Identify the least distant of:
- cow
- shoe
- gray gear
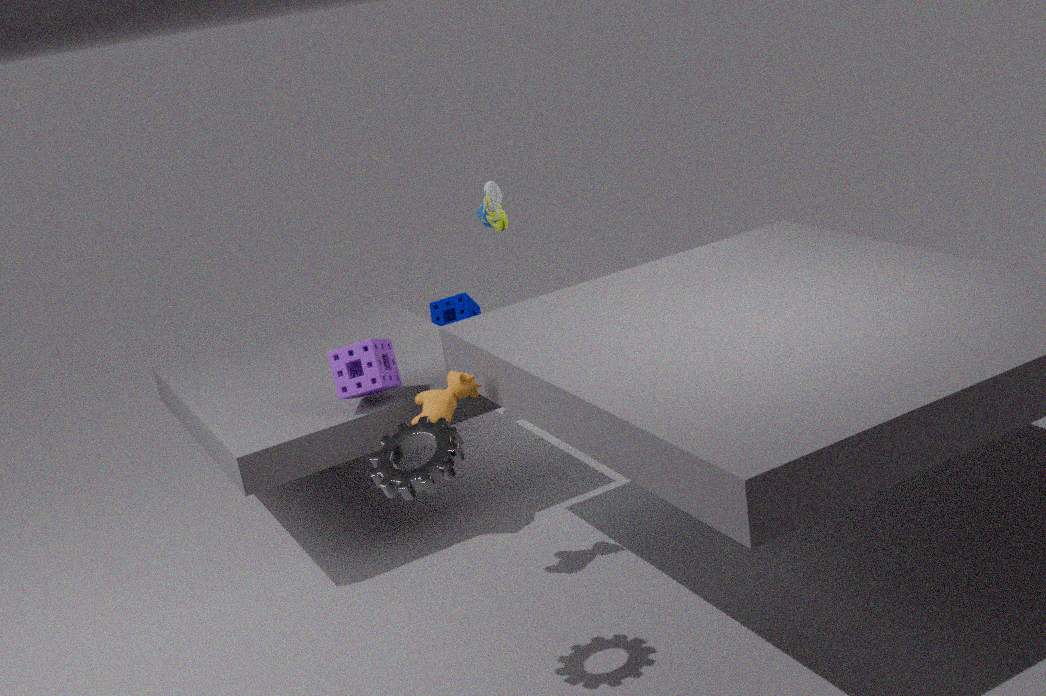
gray gear
